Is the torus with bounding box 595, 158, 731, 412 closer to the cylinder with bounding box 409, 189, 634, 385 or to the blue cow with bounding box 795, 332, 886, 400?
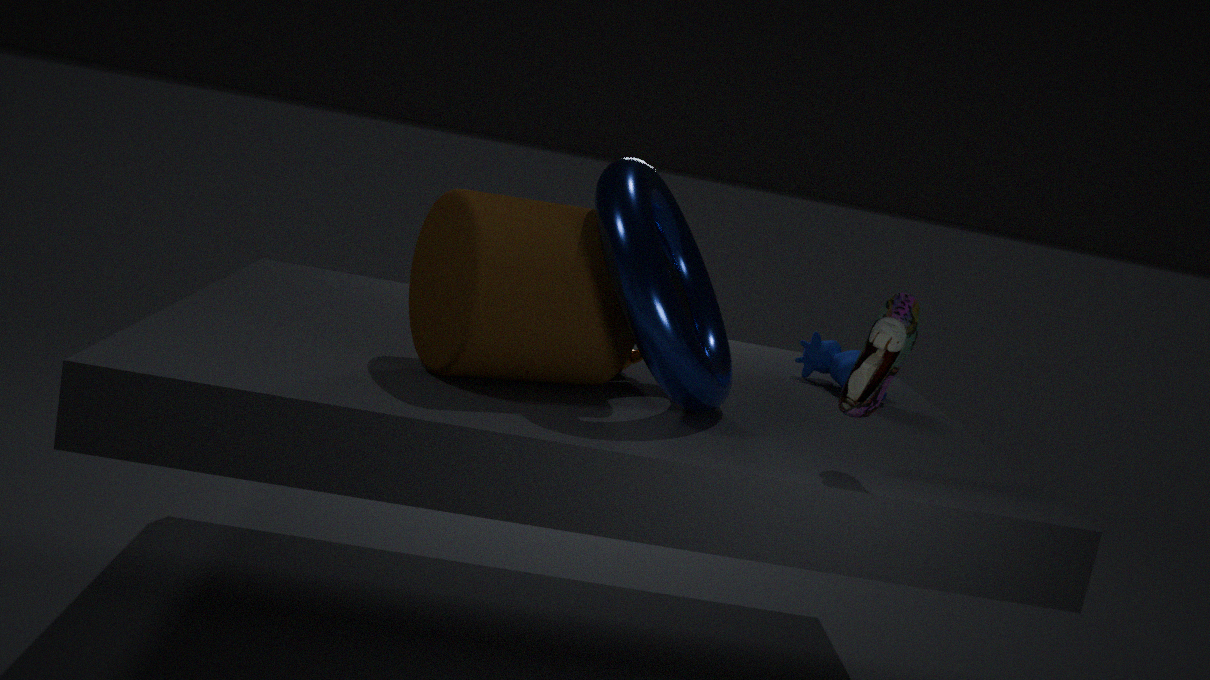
the cylinder with bounding box 409, 189, 634, 385
